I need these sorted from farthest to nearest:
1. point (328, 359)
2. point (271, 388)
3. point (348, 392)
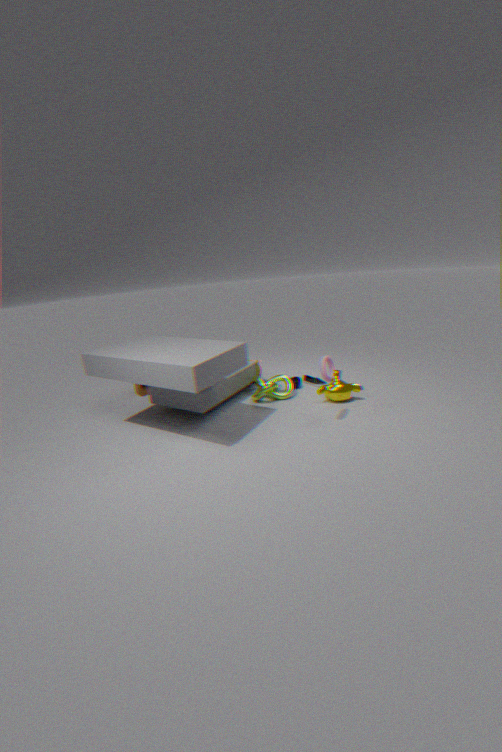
1. point (271, 388)
2. point (348, 392)
3. point (328, 359)
